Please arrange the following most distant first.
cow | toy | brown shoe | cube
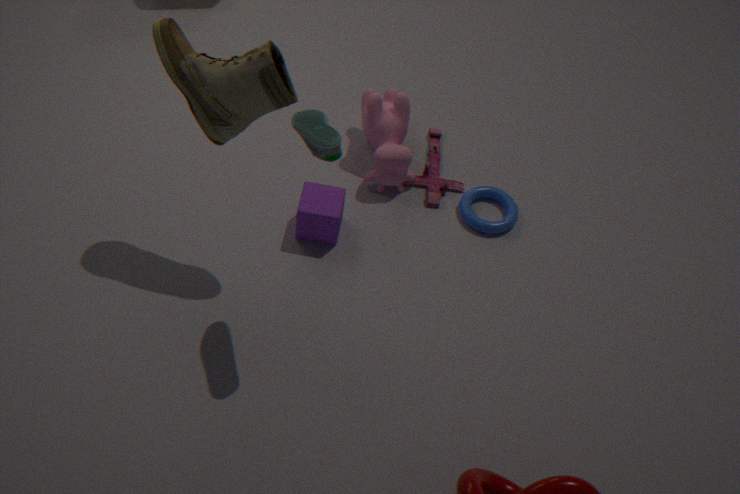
toy, cow, cube, brown shoe
